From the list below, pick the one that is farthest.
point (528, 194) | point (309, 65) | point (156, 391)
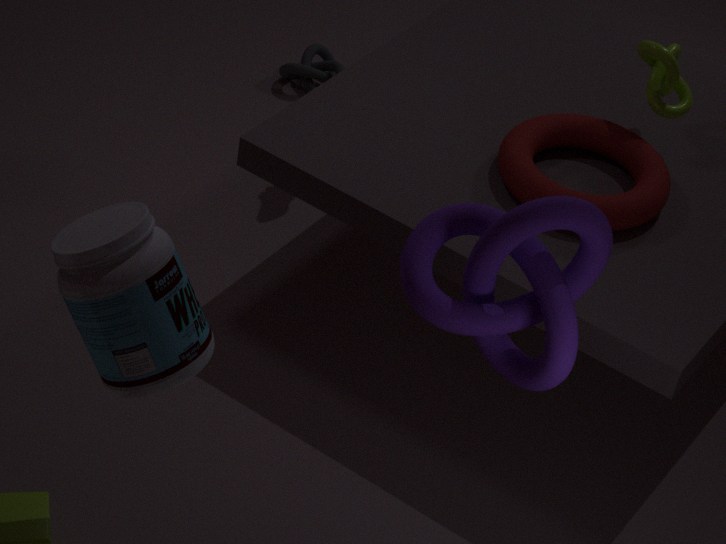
point (309, 65)
